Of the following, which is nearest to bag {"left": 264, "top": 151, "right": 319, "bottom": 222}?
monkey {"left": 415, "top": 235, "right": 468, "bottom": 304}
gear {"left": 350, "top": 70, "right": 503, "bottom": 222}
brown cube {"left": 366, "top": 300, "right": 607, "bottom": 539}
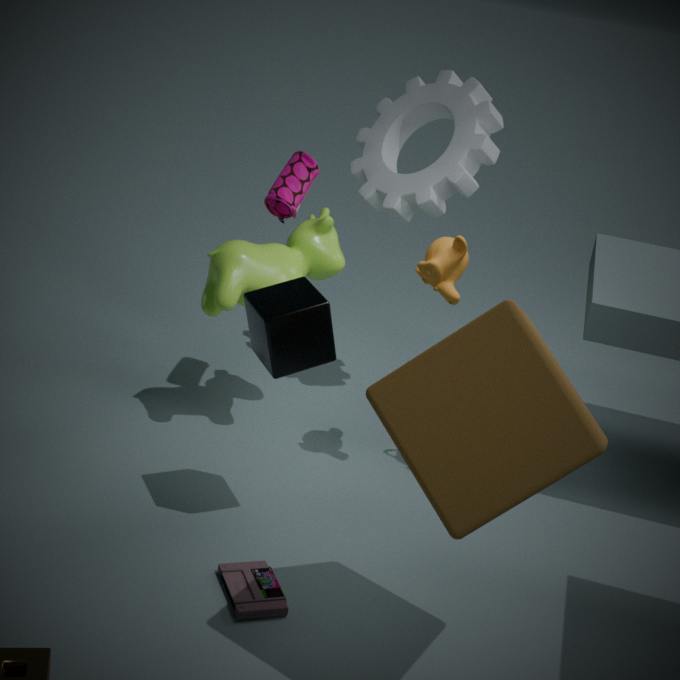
gear {"left": 350, "top": 70, "right": 503, "bottom": 222}
